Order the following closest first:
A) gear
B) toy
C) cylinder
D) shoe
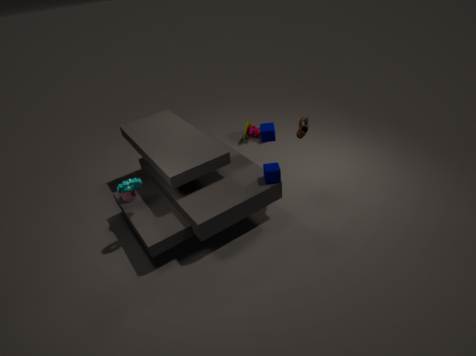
gear, shoe, cylinder, toy
